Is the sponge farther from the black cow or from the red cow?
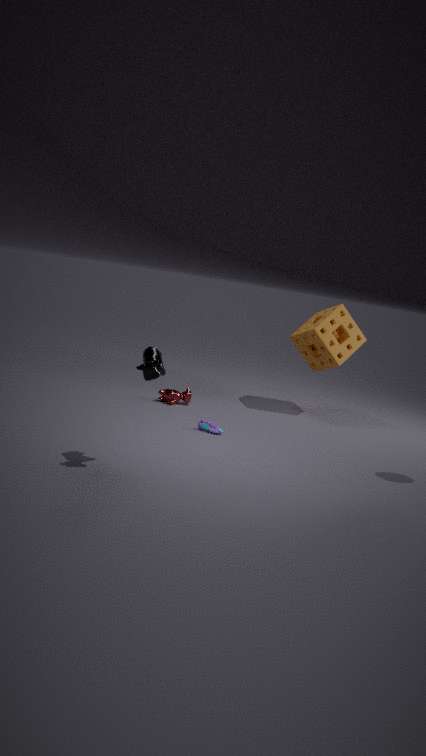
the black cow
